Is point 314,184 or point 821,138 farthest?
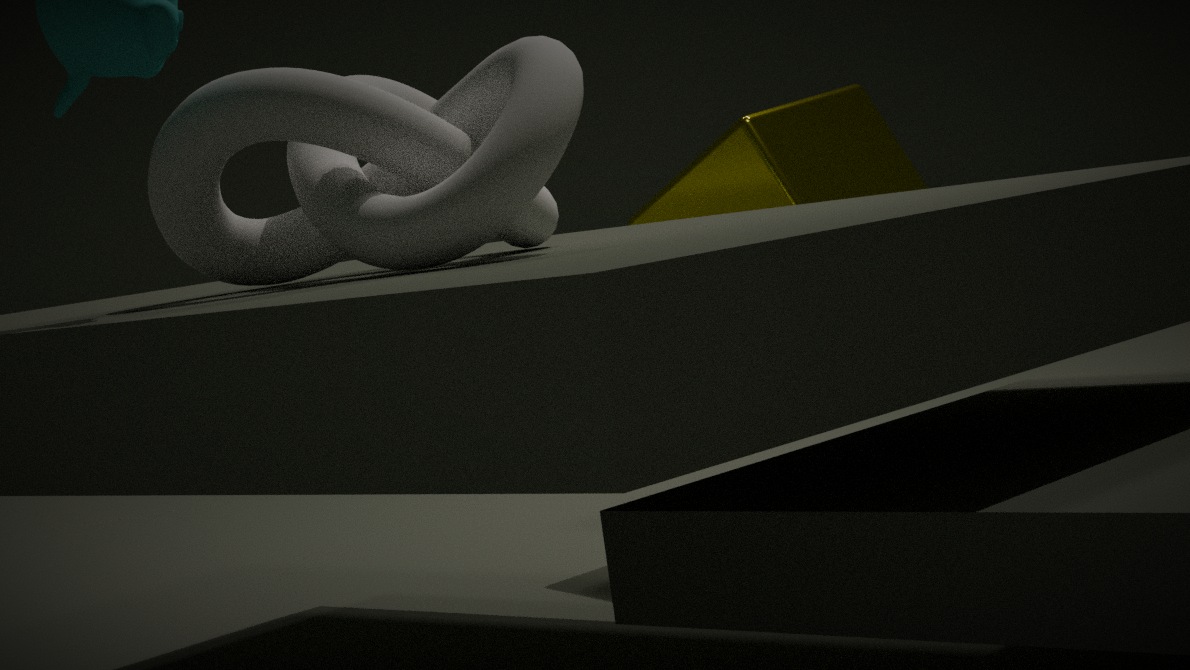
point 821,138
